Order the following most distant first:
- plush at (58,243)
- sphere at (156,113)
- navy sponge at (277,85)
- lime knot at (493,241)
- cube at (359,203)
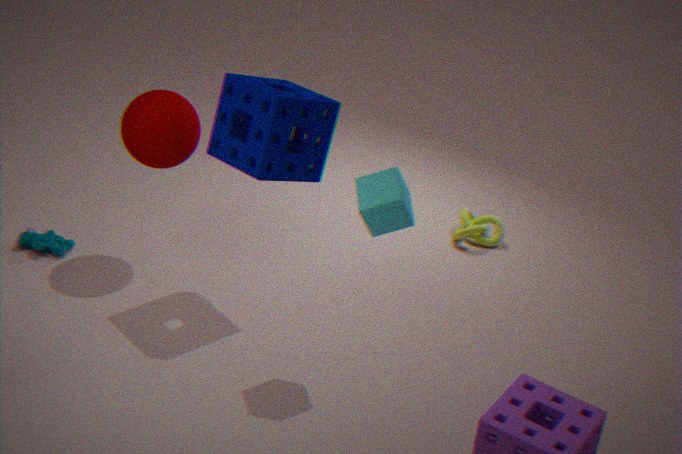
lime knot at (493,241), plush at (58,243), sphere at (156,113), navy sponge at (277,85), cube at (359,203)
